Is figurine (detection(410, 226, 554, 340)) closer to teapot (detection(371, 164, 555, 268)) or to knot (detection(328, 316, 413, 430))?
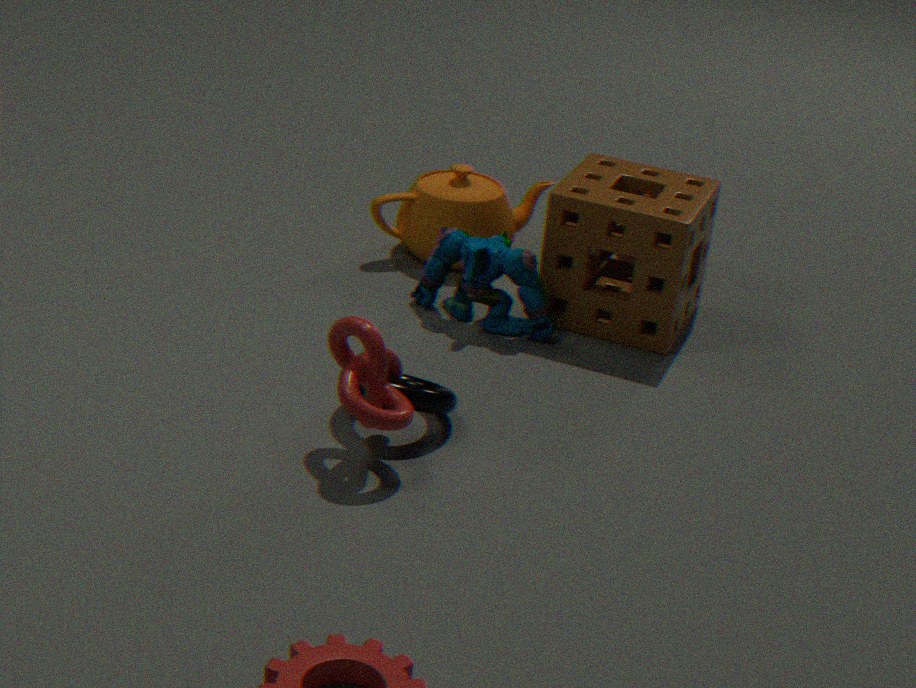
teapot (detection(371, 164, 555, 268))
